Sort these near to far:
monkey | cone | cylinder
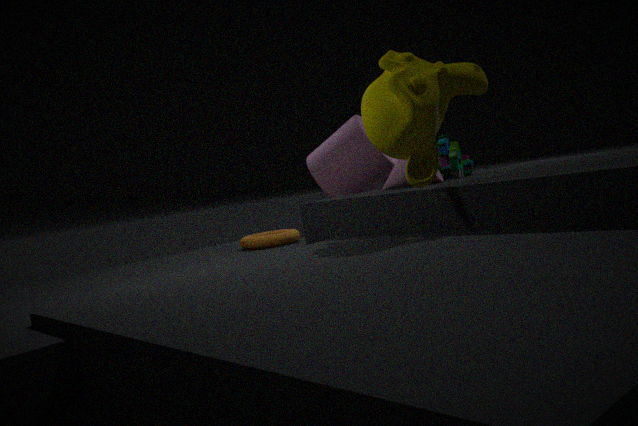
1. monkey
2. cone
3. cylinder
